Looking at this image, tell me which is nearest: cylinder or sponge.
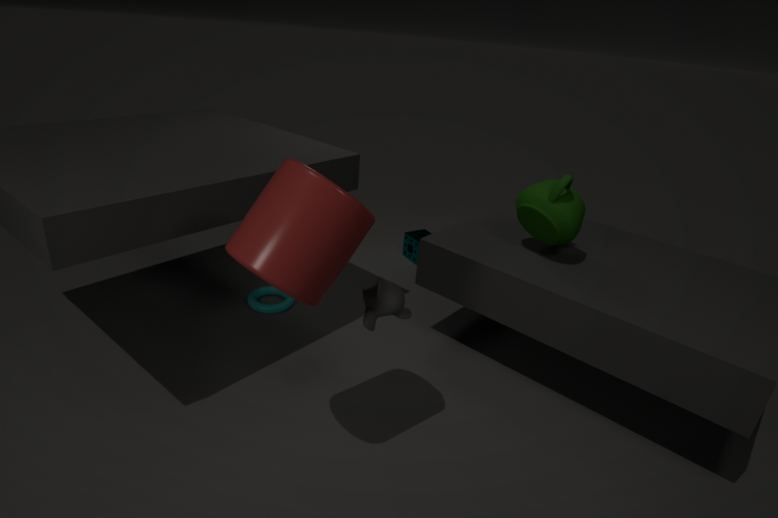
cylinder
